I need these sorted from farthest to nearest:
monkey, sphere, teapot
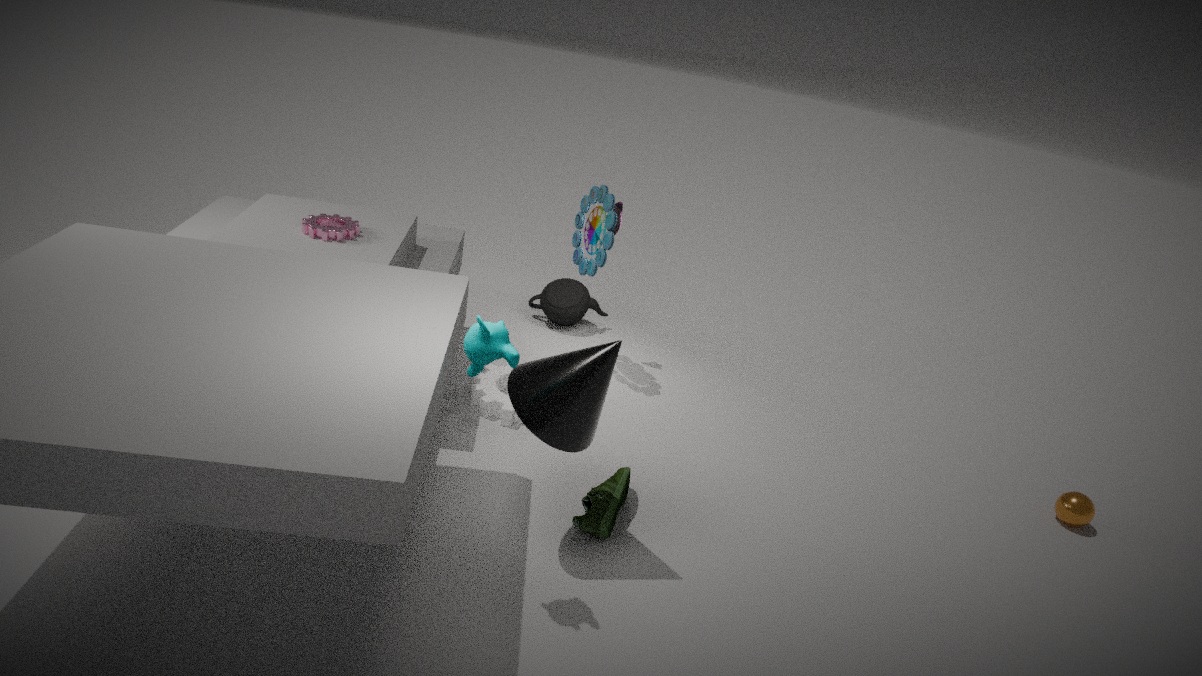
1. teapot
2. sphere
3. monkey
